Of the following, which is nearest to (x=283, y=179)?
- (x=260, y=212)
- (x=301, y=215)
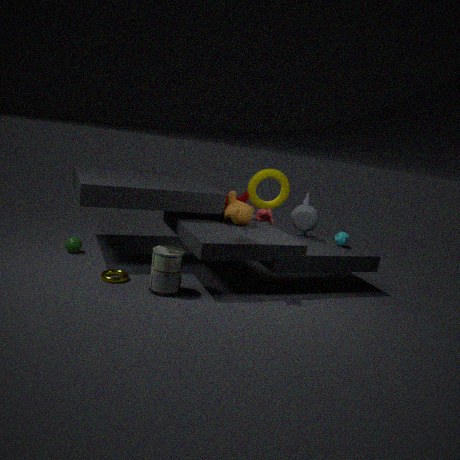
(x=301, y=215)
